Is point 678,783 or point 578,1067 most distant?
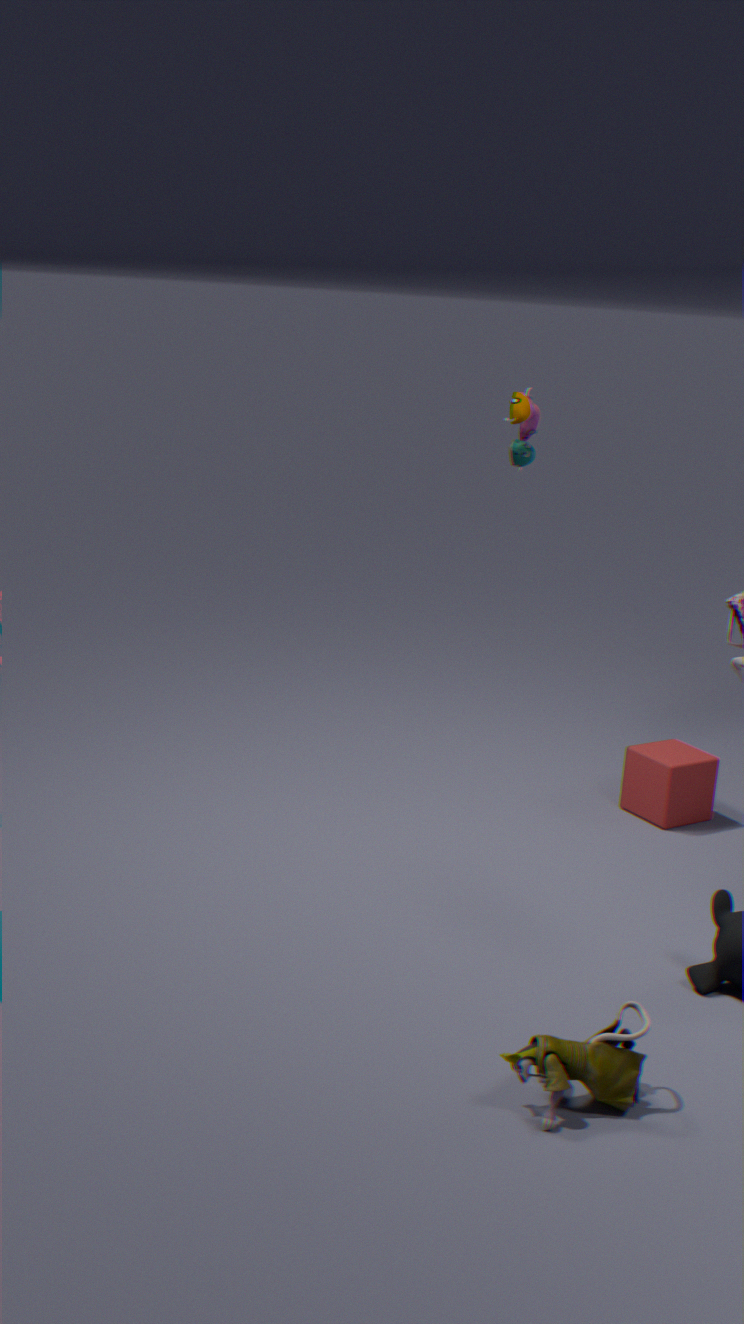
point 678,783
